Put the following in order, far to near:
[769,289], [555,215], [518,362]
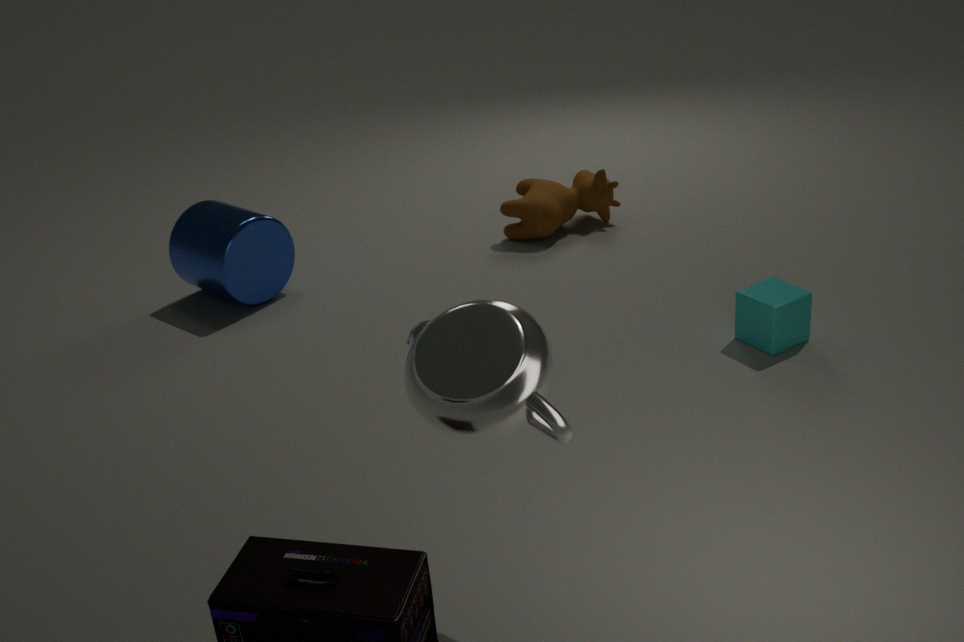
[555,215]
[769,289]
[518,362]
